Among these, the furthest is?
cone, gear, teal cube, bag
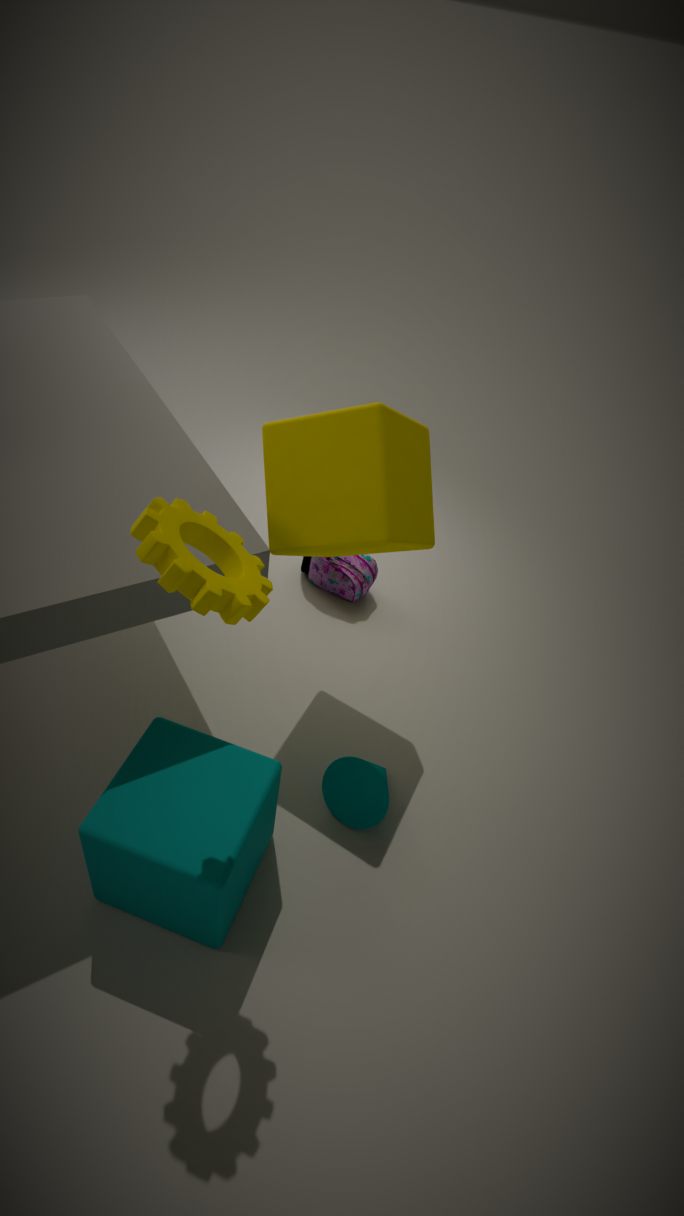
bag
